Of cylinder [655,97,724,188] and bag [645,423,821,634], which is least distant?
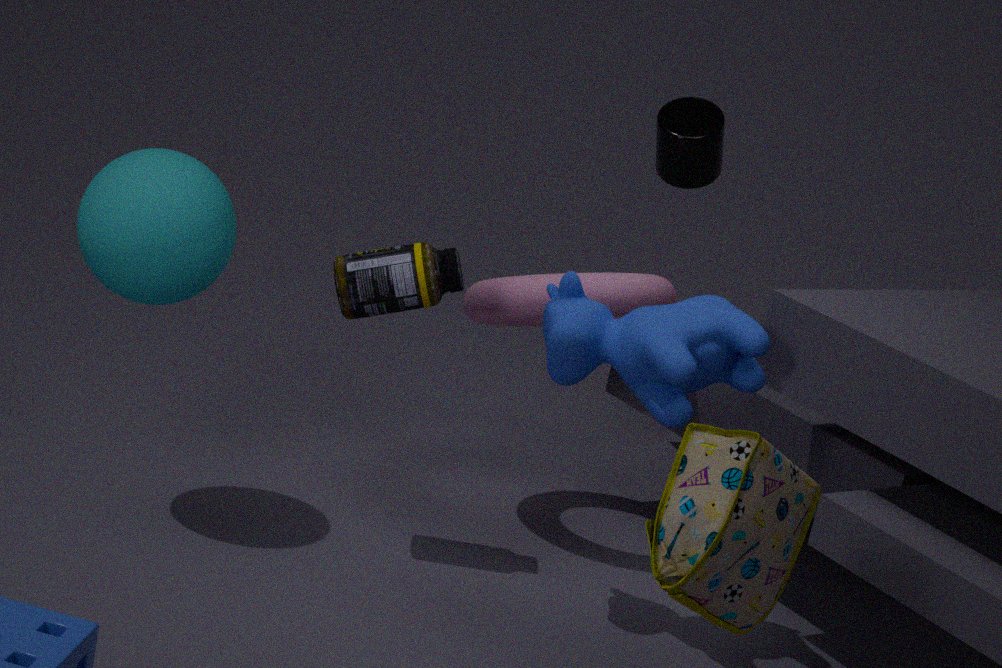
bag [645,423,821,634]
